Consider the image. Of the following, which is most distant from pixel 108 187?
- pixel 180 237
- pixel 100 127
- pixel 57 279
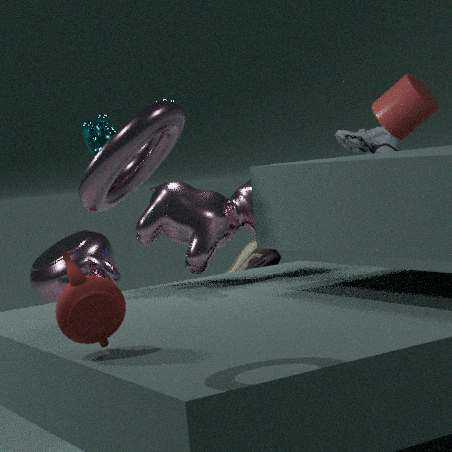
pixel 57 279
